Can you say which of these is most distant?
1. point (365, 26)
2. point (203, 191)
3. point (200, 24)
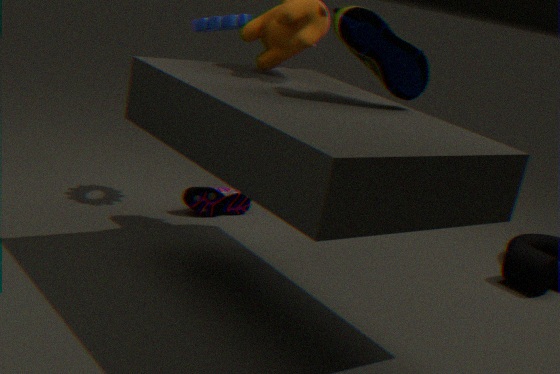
point (203, 191)
